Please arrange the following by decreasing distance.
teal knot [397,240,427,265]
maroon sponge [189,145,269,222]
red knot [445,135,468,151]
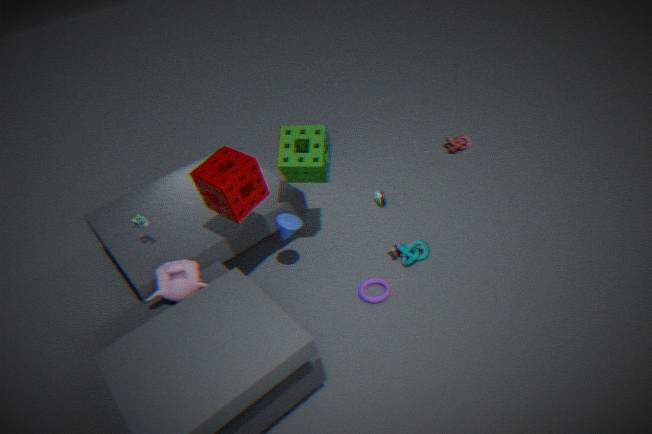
red knot [445,135,468,151], teal knot [397,240,427,265], maroon sponge [189,145,269,222]
